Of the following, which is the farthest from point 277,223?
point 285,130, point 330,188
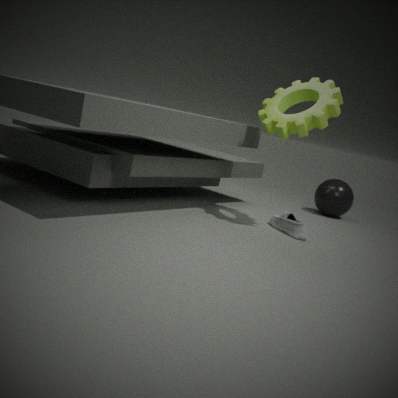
point 330,188
